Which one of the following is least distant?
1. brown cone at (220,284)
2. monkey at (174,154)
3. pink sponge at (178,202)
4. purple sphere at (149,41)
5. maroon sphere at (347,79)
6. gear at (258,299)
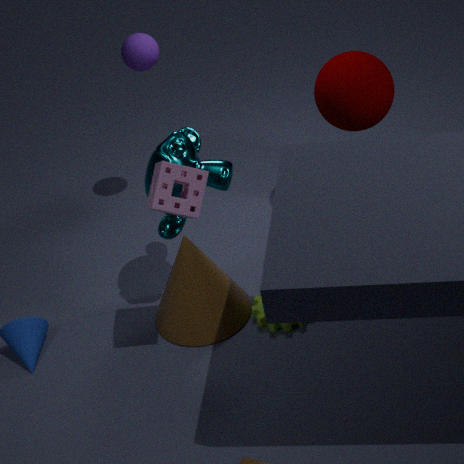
pink sponge at (178,202)
